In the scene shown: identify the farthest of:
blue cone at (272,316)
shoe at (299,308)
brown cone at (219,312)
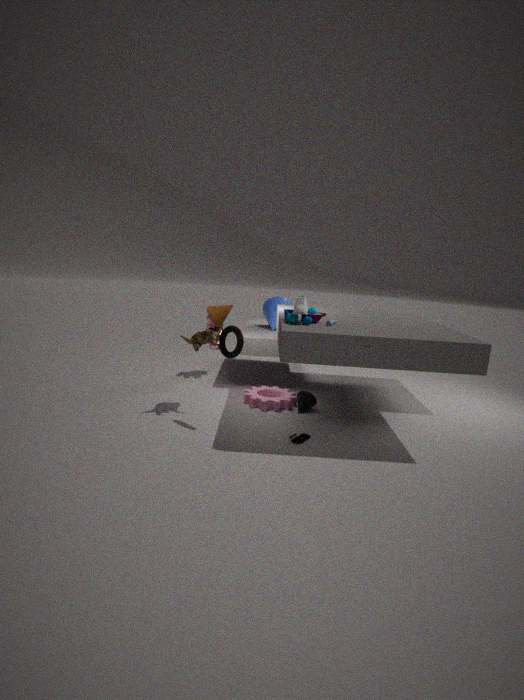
blue cone at (272,316)
